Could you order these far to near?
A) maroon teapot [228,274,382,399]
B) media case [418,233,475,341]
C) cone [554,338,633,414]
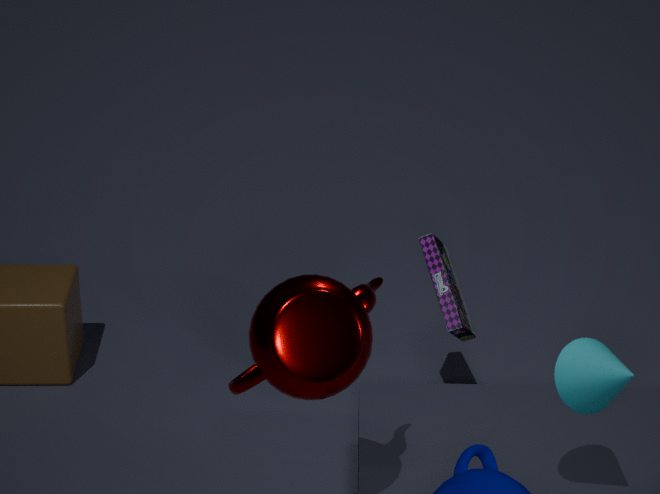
media case [418,233,475,341]
cone [554,338,633,414]
maroon teapot [228,274,382,399]
